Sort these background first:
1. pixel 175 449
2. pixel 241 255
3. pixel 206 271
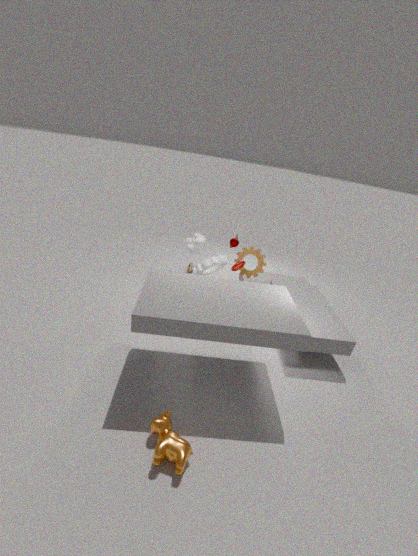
pixel 241 255, pixel 206 271, pixel 175 449
